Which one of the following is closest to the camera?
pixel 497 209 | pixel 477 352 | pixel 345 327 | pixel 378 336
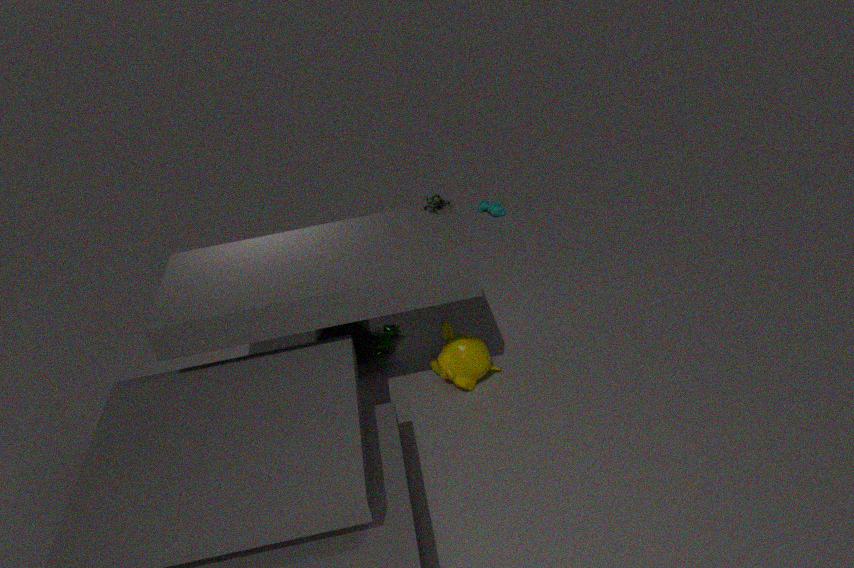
pixel 477 352
